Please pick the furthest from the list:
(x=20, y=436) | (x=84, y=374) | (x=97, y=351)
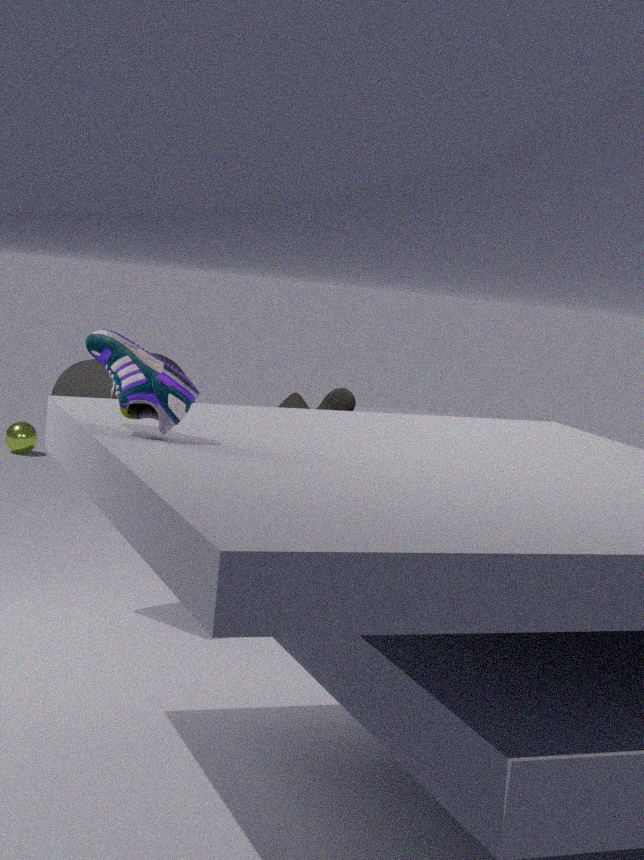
(x=20, y=436)
